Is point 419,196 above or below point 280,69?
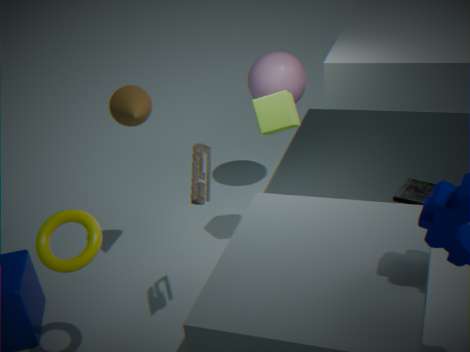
below
